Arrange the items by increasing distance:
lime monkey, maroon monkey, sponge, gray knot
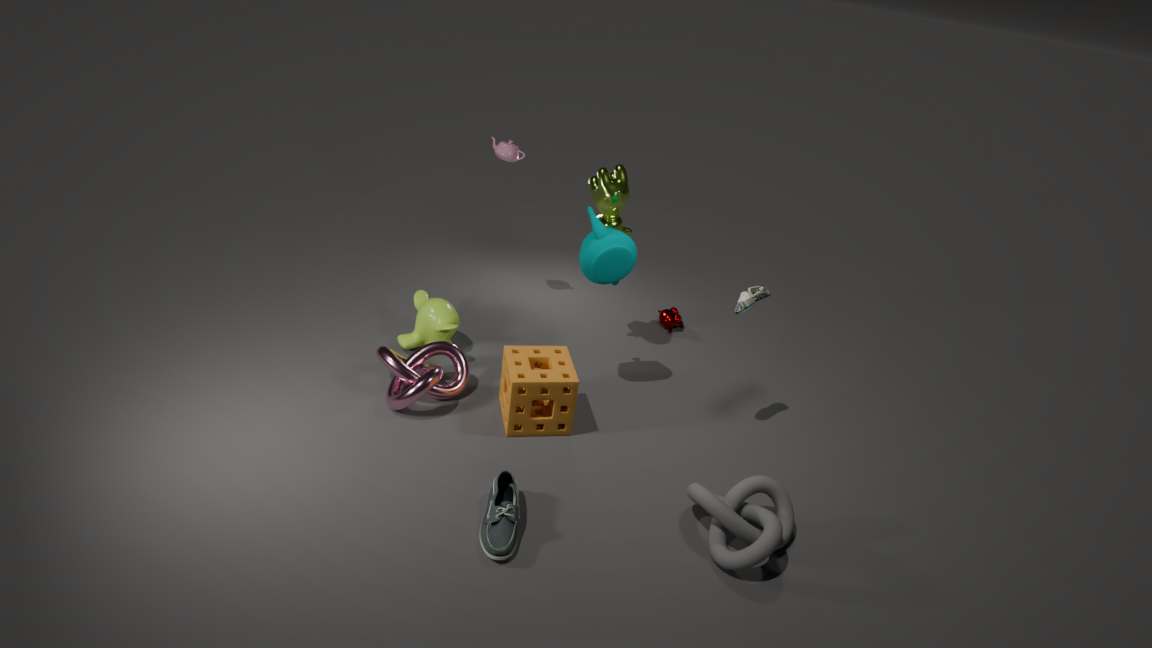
gray knot < sponge < lime monkey < maroon monkey
